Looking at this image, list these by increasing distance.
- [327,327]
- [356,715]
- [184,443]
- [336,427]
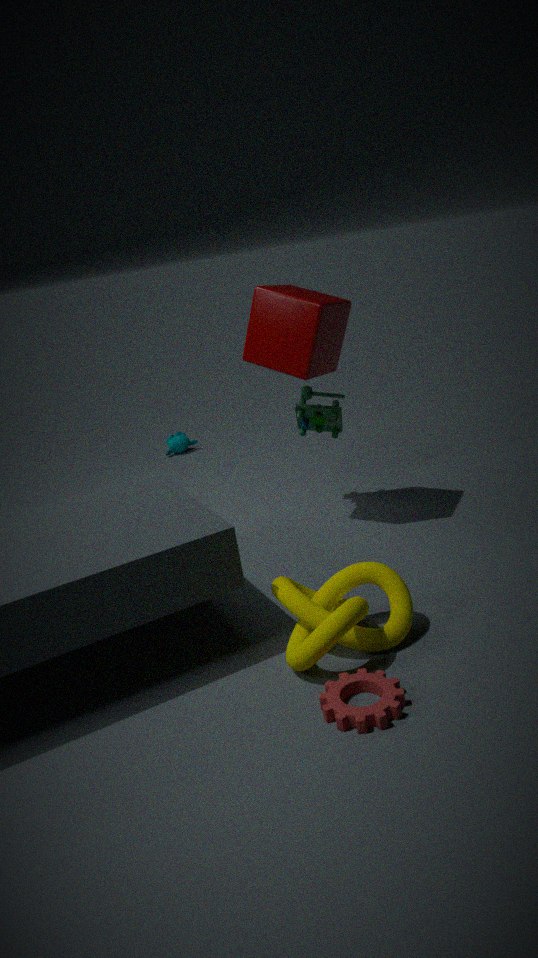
1. [356,715]
2. [327,327]
3. [336,427]
4. [184,443]
